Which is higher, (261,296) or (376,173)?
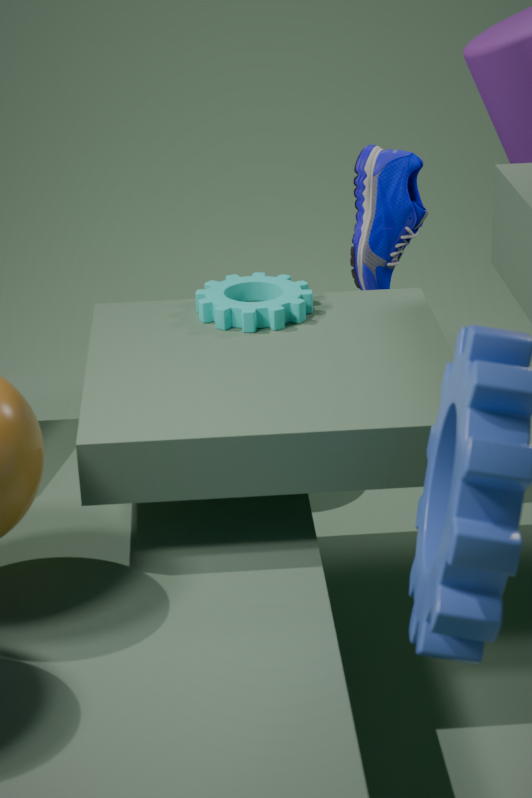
(376,173)
